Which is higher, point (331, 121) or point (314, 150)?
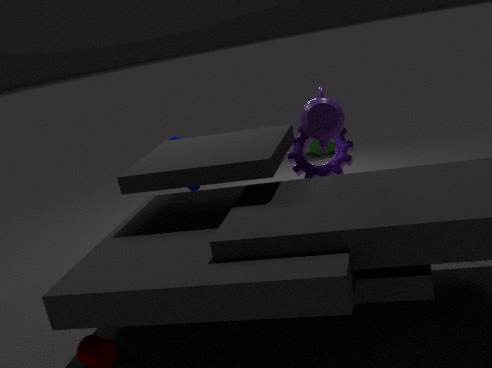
point (331, 121)
